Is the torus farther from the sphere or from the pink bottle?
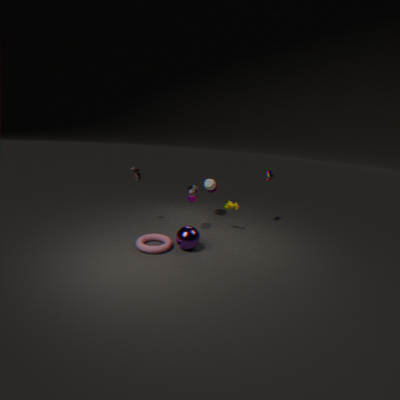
the pink bottle
